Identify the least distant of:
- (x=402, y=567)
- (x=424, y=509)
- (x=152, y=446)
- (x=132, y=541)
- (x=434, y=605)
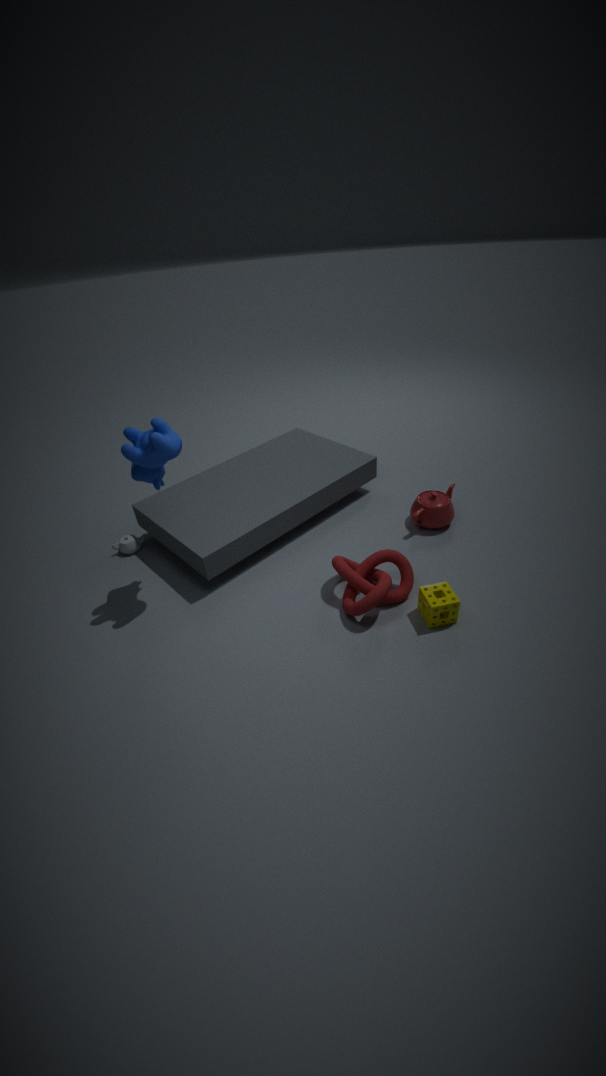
(x=152, y=446)
